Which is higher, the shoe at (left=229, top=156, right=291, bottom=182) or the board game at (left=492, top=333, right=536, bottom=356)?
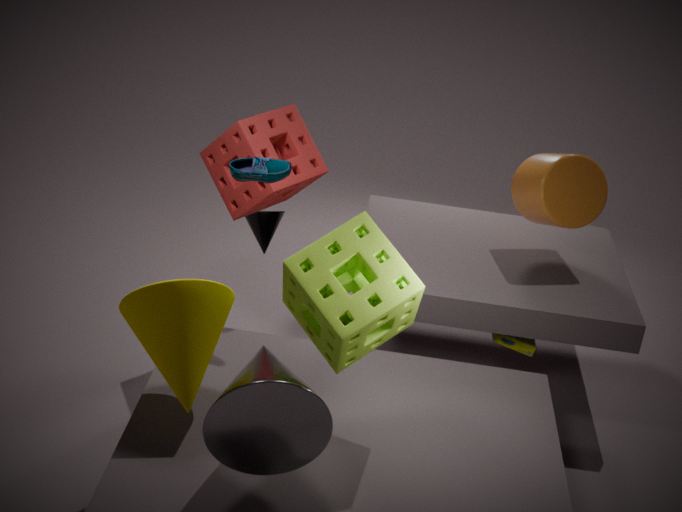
the shoe at (left=229, top=156, right=291, bottom=182)
